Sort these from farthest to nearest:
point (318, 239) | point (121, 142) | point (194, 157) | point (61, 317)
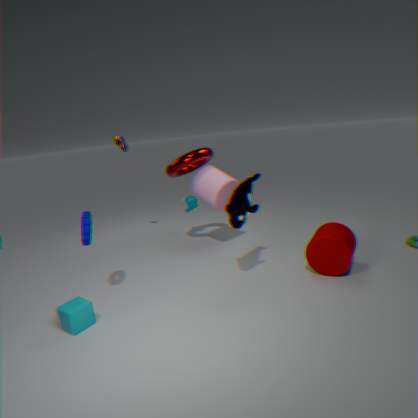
point (121, 142) < point (194, 157) < point (318, 239) < point (61, 317)
